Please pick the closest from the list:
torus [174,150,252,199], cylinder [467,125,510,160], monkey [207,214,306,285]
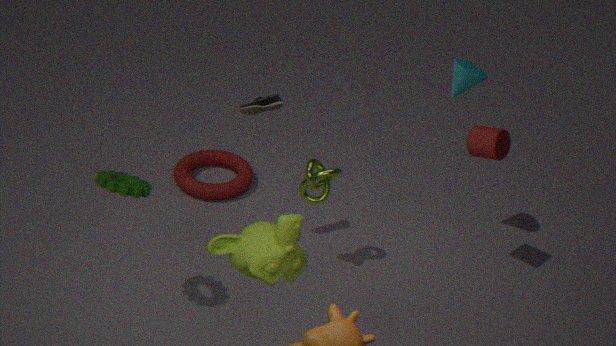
monkey [207,214,306,285]
